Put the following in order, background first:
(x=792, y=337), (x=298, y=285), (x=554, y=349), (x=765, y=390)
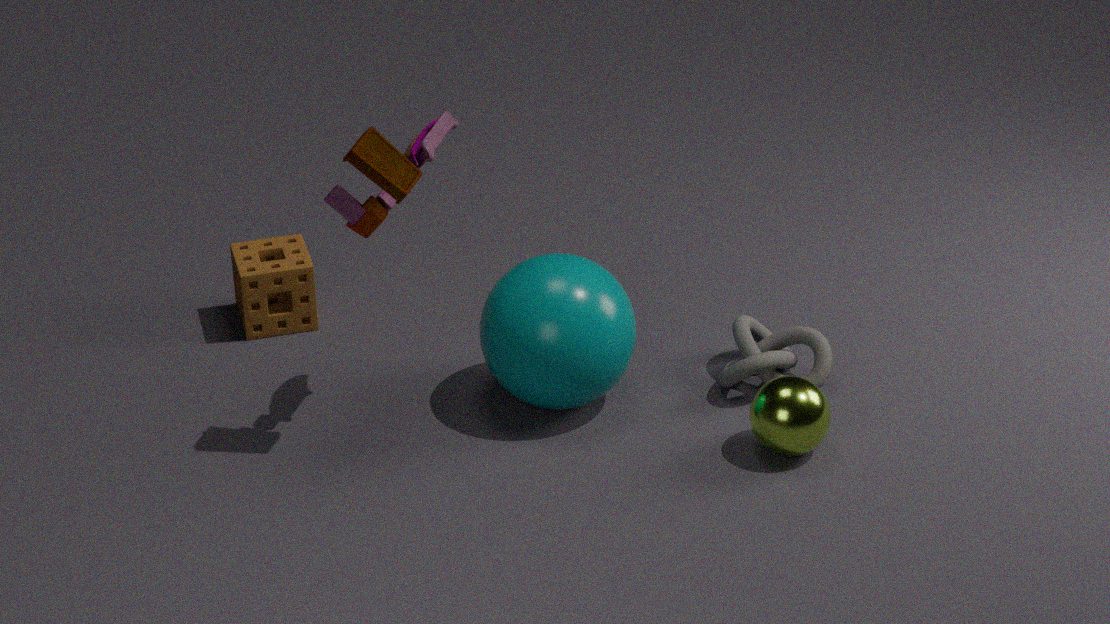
(x=298, y=285) → (x=792, y=337) → (x=554, y=349) → (x=765, y=390)
